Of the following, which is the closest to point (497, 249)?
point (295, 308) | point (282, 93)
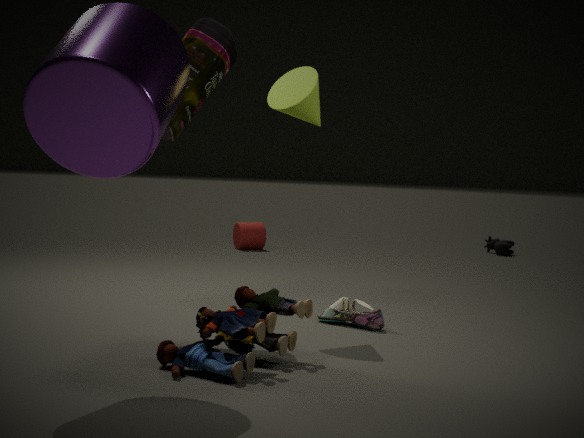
point (282, 93)
